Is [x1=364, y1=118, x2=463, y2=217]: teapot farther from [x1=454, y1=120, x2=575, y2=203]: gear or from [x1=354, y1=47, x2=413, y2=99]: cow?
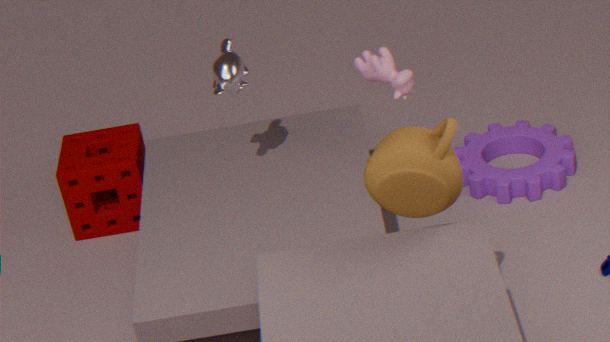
[x1=454, y1=120, x2=575, y2=203]: gear
